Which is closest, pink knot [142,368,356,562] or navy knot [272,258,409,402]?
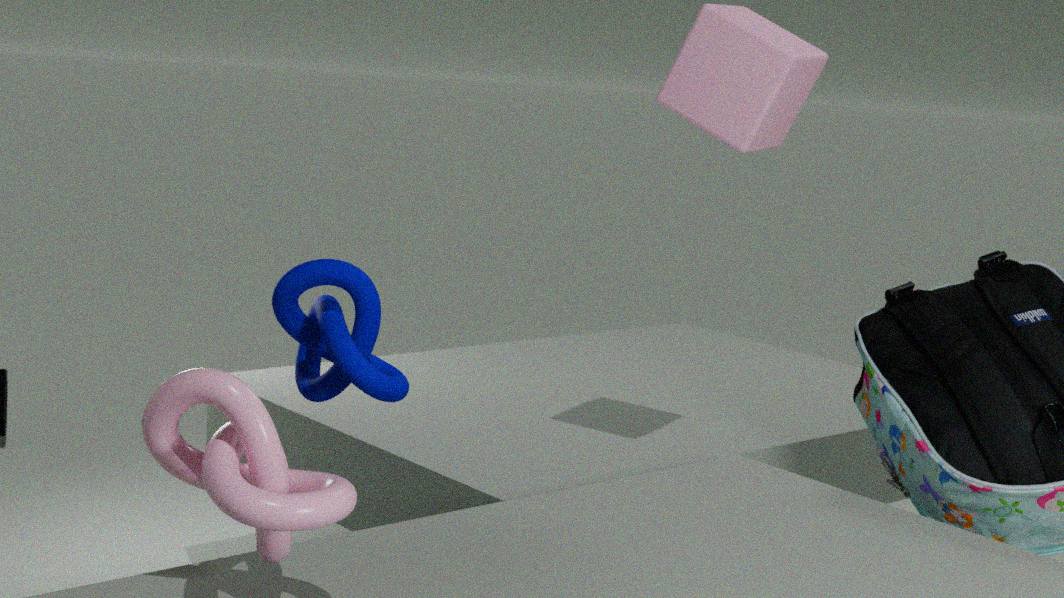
pink knot [142,368,356,562]
